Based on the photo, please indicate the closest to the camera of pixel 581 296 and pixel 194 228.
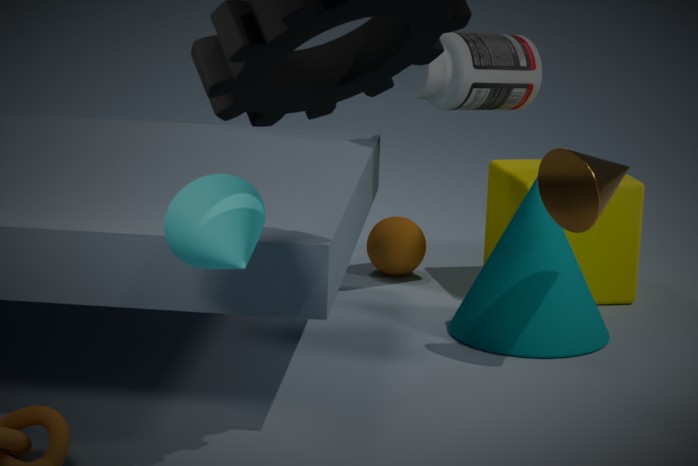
pixel 194 228
